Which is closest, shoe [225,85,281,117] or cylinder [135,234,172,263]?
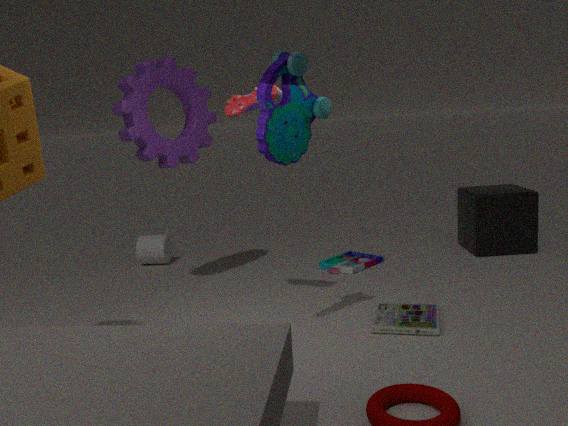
shoe [225,85,281,117]
